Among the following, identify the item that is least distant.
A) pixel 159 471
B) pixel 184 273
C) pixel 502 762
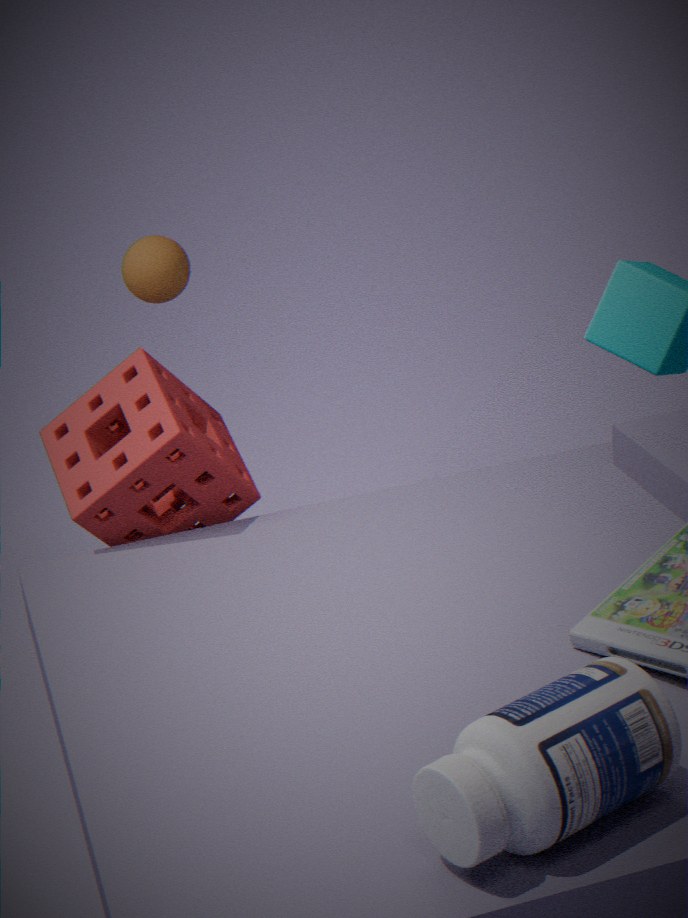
pixel 502 762
